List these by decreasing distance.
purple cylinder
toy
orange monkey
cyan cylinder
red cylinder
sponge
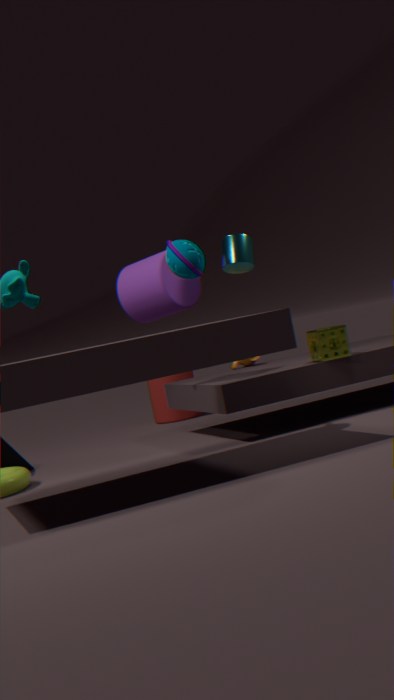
1. red cylinder
2. orange monkey
3. sponge
4. purple cylinder
5. cyan cylinder
6. toy
